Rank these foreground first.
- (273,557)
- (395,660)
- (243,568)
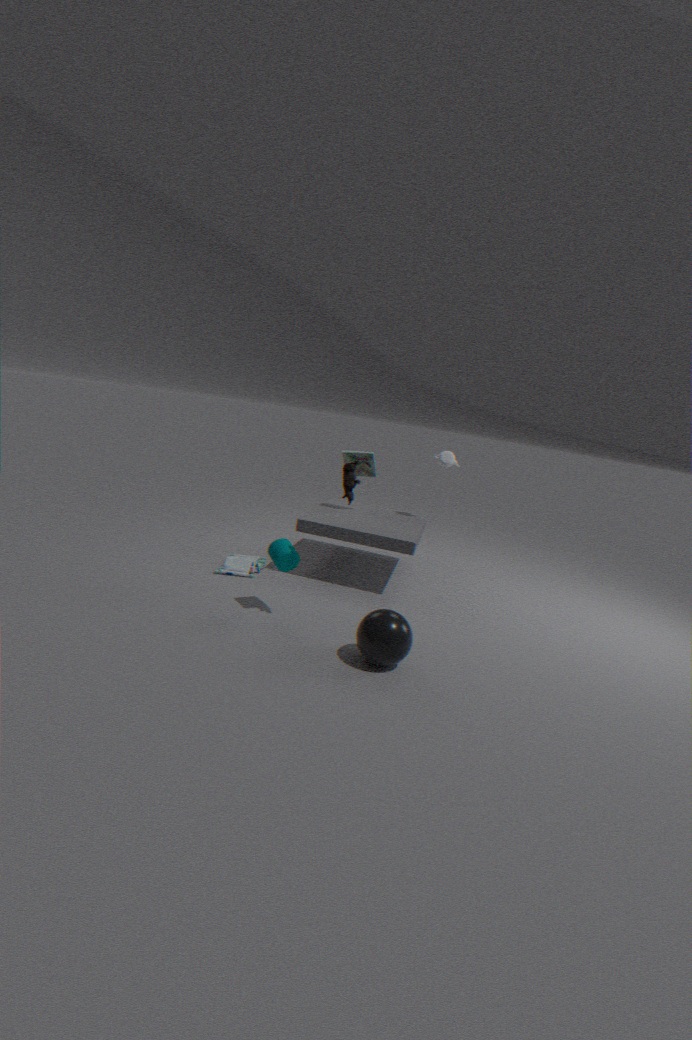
(395,660), (273,557), (243,568)
